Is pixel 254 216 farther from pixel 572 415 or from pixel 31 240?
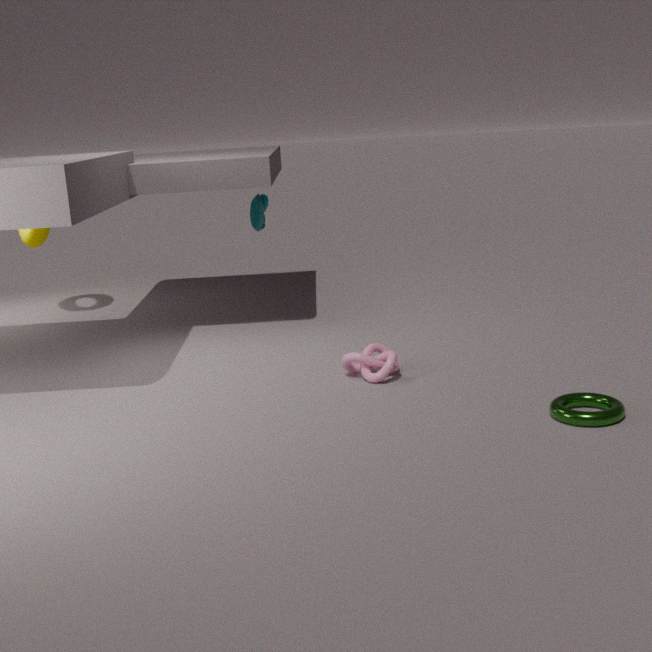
pixel 572 415
